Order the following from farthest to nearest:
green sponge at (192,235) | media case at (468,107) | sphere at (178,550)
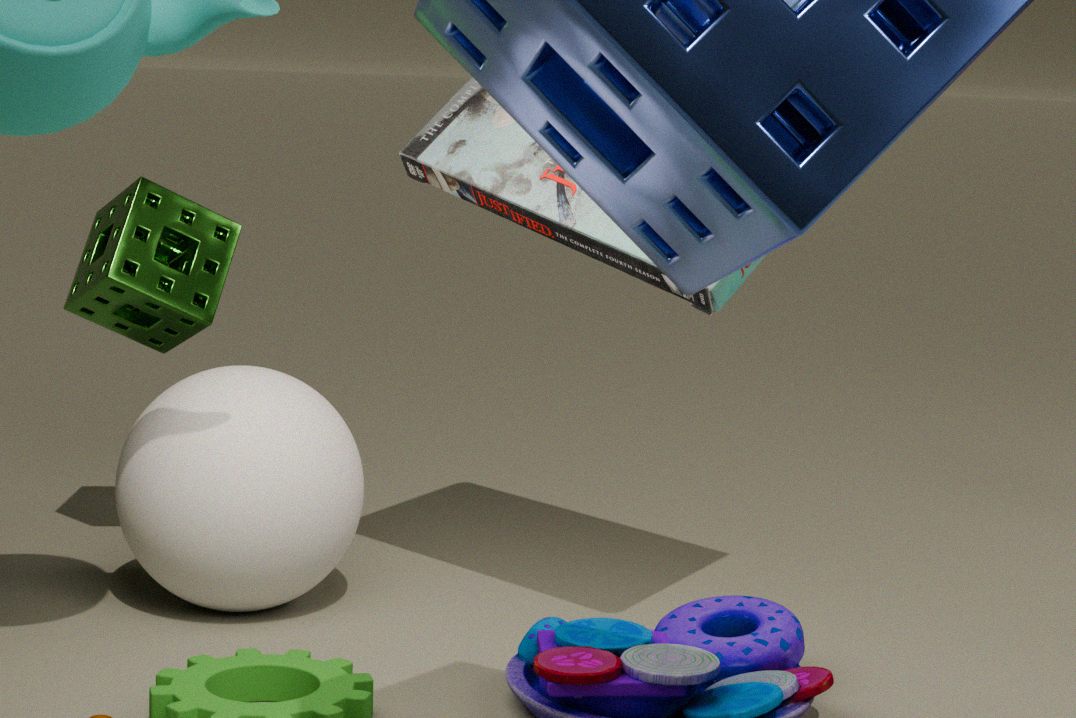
1. green sponge at (192,235)
2. sphere at (178,550)
3. media case at (468,107)
